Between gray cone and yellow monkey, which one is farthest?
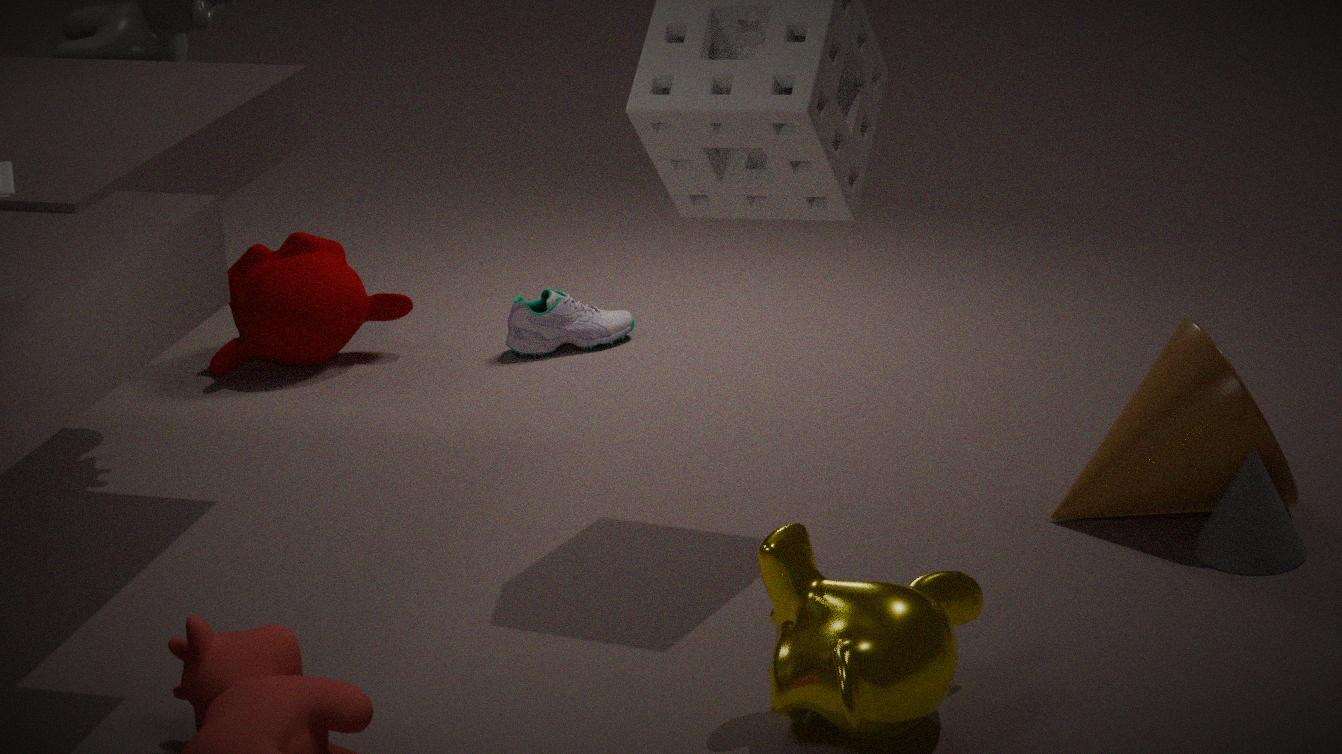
gray cone
